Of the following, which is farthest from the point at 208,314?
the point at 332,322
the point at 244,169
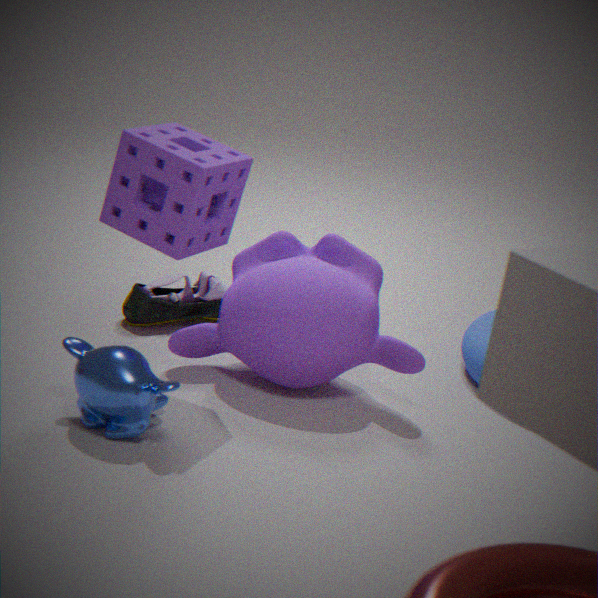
the point at 244,169
